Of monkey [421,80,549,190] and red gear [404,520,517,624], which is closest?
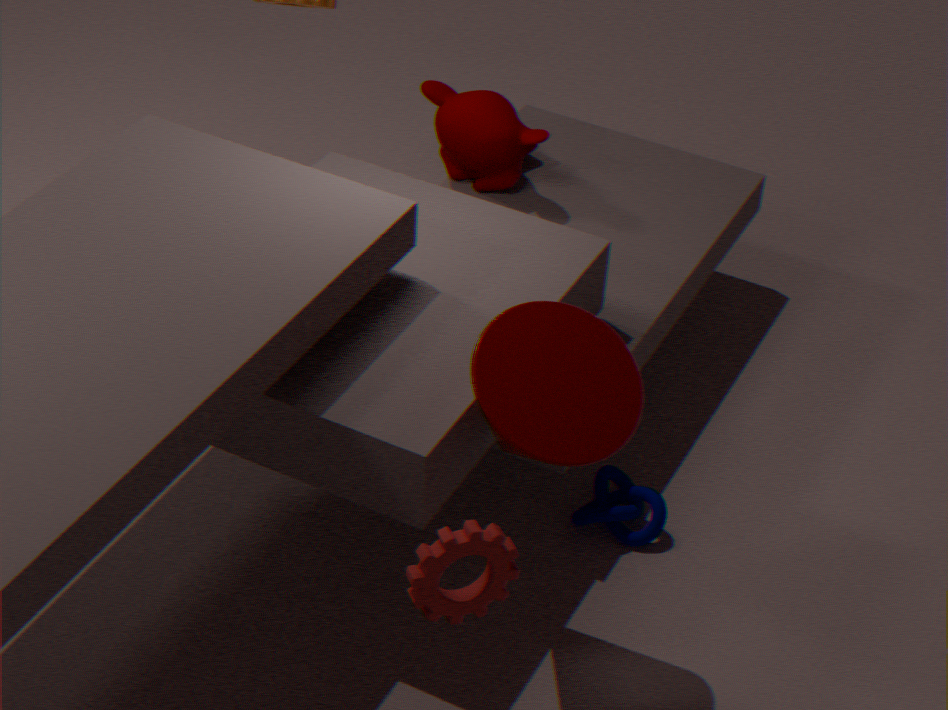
red gear [404,520,517,624]
